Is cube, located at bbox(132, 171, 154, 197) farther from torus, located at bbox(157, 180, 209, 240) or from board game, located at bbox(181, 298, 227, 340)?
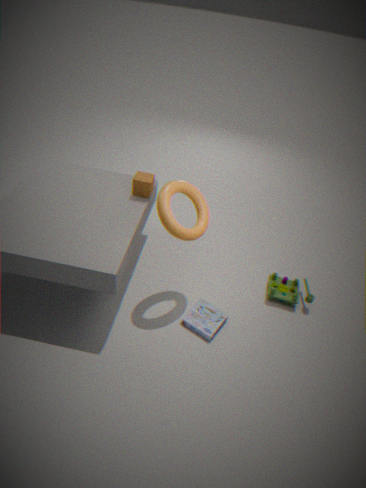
board game, located at bbox(181, 298, 227, 340)
